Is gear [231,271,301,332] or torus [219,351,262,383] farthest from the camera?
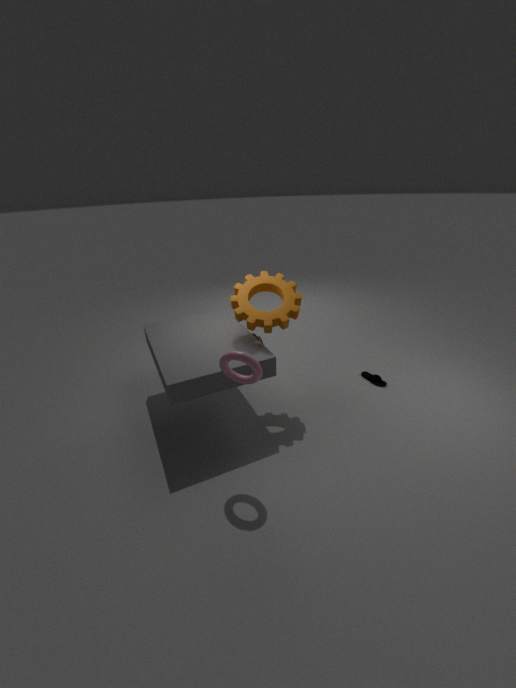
gear [231,271,301,332]
